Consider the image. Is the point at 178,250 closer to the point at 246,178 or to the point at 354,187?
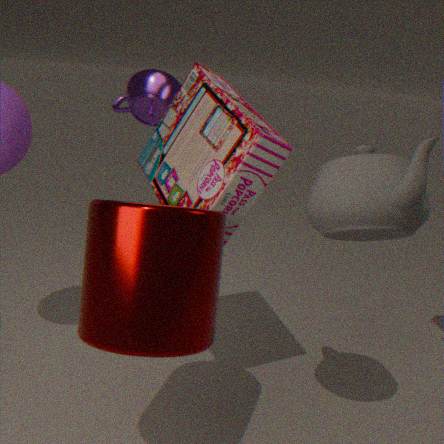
the point at 246,178
